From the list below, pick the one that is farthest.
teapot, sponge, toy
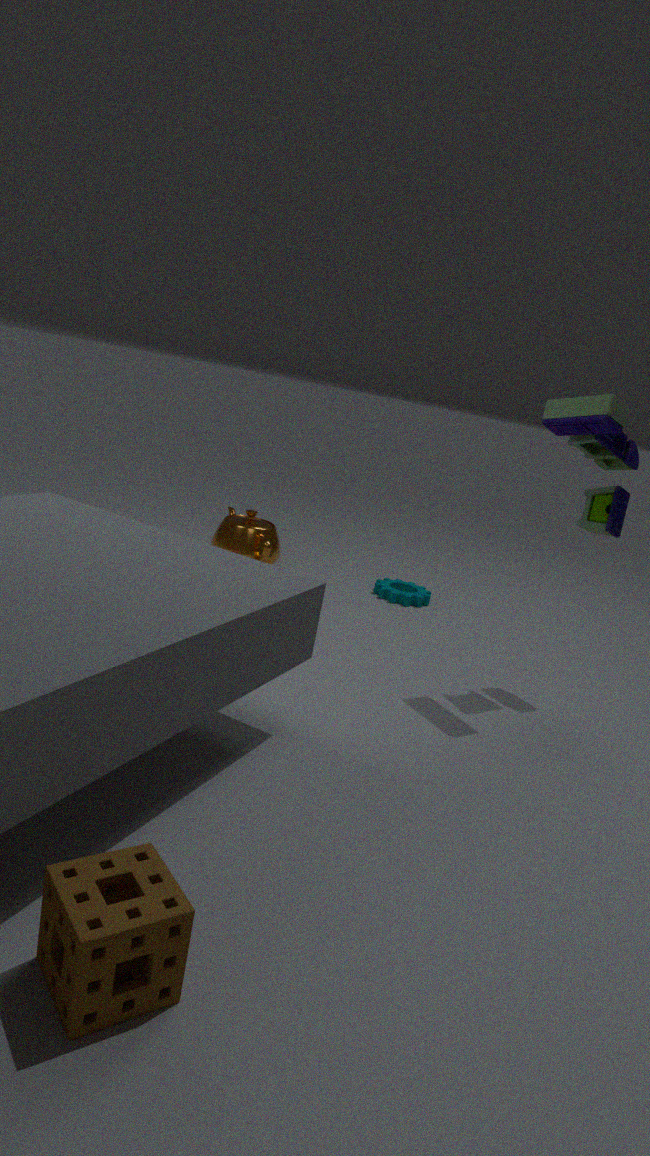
teapot
